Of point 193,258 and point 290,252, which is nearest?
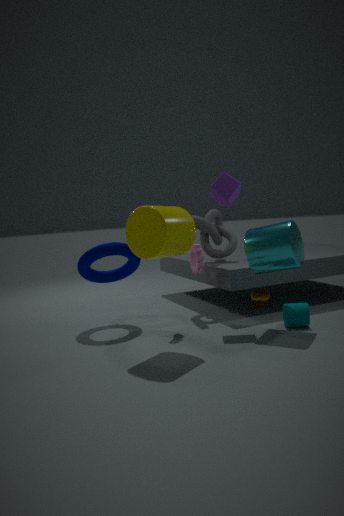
point 290,252
